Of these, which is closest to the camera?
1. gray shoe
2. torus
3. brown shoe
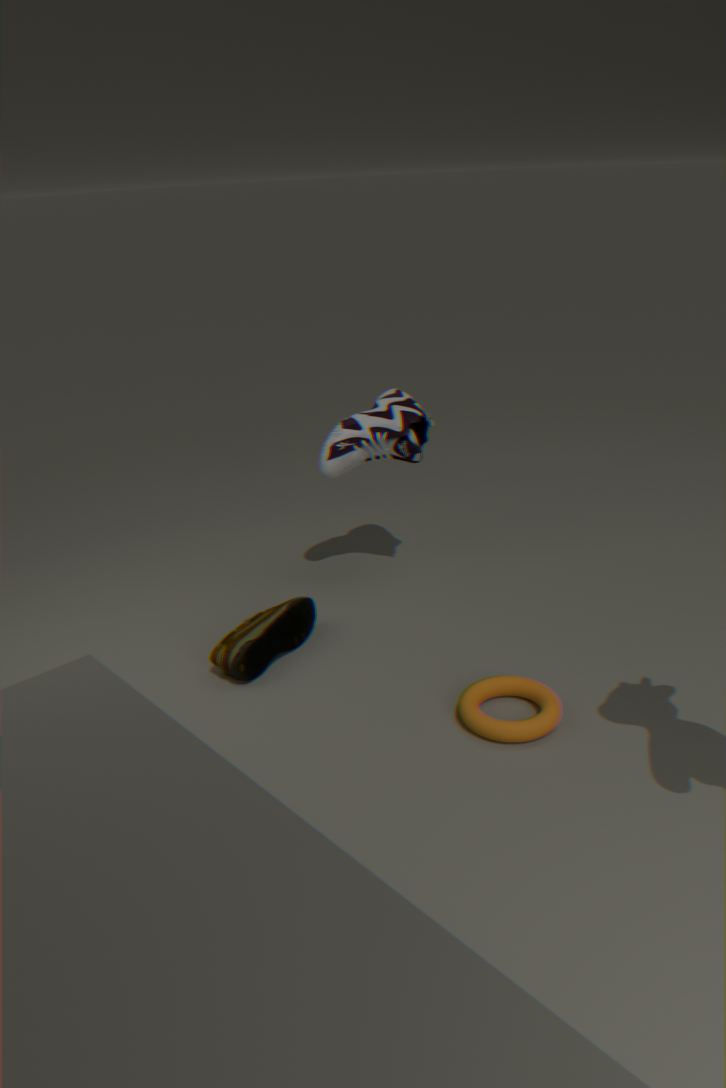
torus
